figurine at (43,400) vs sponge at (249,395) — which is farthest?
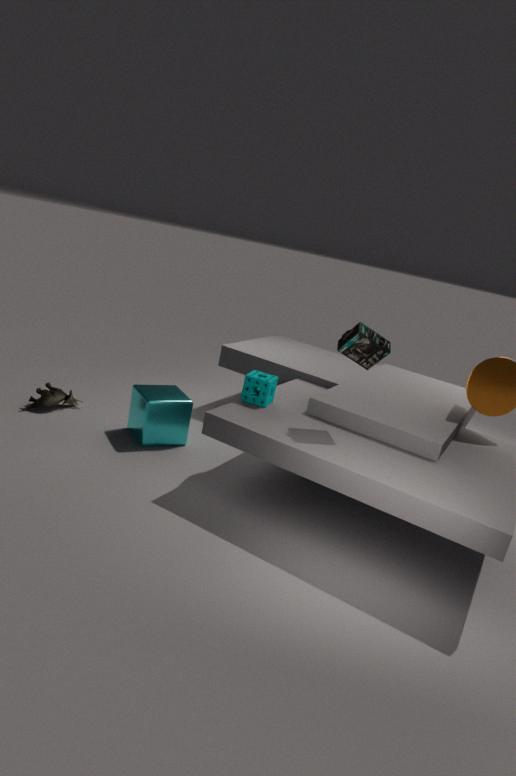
figurine at (43,400)
